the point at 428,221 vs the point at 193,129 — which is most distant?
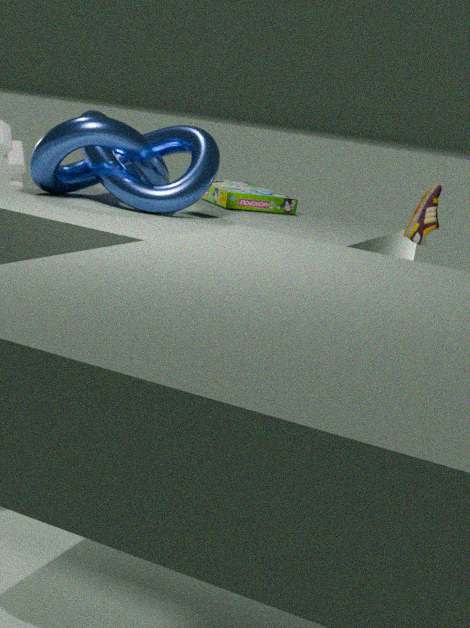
the point at 428,221
